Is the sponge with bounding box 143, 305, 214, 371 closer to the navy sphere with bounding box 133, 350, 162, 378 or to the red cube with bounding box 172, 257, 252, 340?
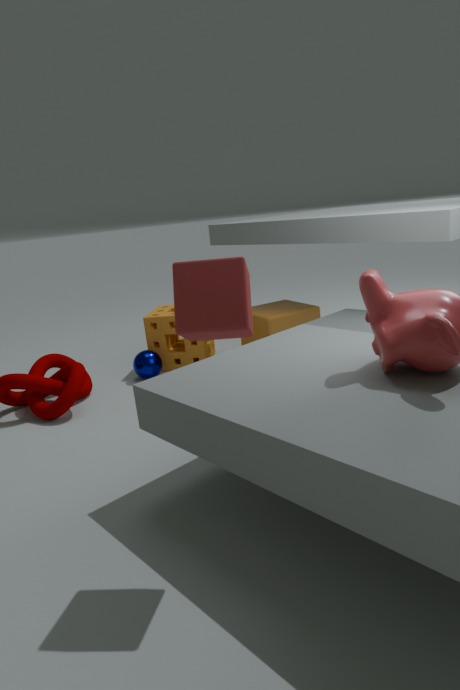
the navy sphere with bounding box 133, 350, 162, 378
